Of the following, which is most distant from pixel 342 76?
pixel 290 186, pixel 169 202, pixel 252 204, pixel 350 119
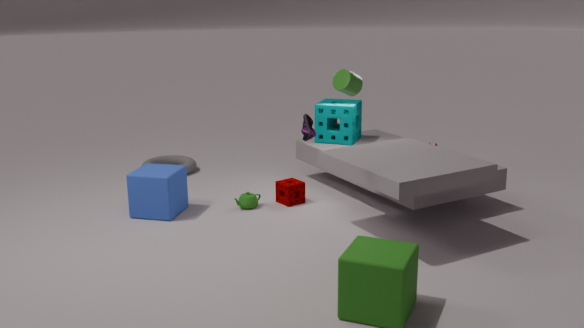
pixel 169 202
